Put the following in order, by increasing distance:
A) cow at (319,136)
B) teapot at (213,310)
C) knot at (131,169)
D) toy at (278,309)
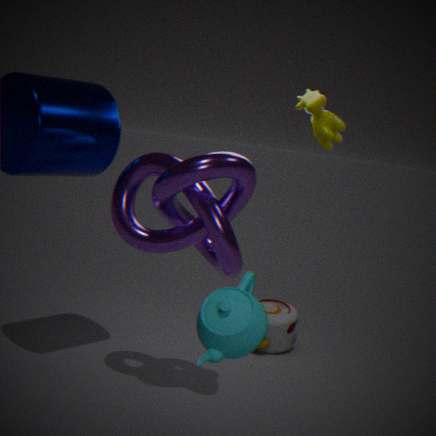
teapot at (213,310) → knot at (131,169) → cow at (319,136) → toy at (278,309)
